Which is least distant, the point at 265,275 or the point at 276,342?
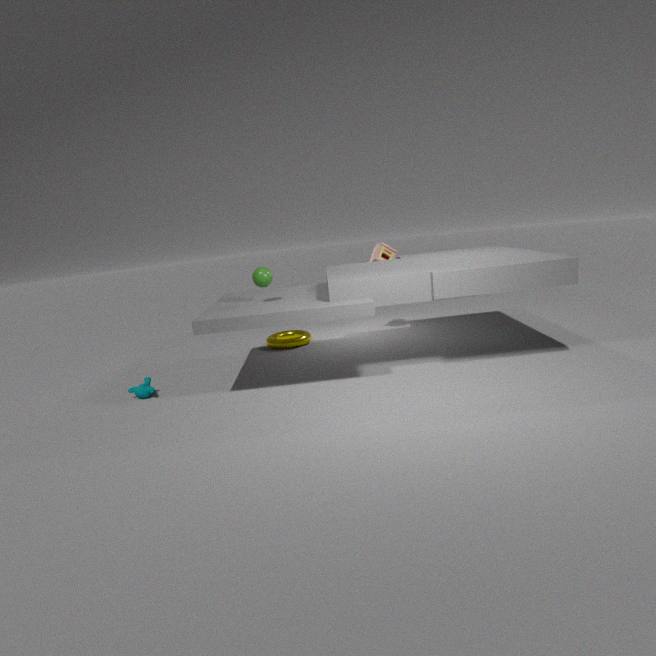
the point at 265,275
